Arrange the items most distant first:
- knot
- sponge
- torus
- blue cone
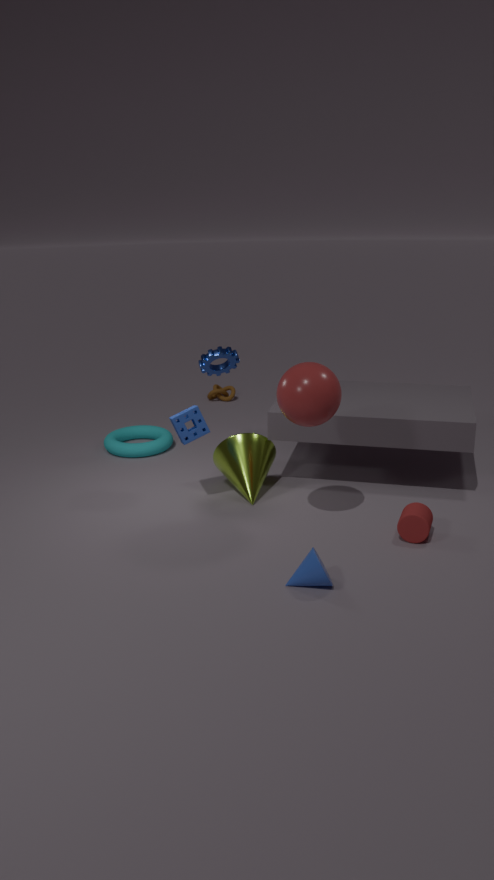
knot < torus < sponge < blue cone
